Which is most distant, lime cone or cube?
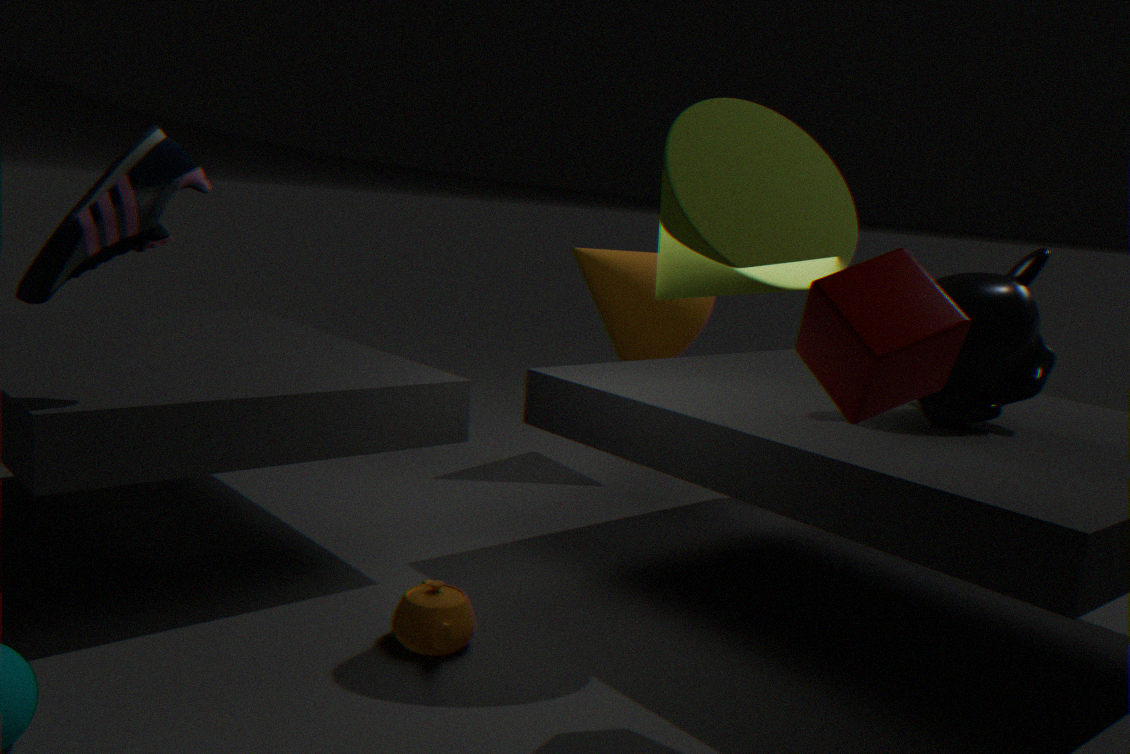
lime cone
